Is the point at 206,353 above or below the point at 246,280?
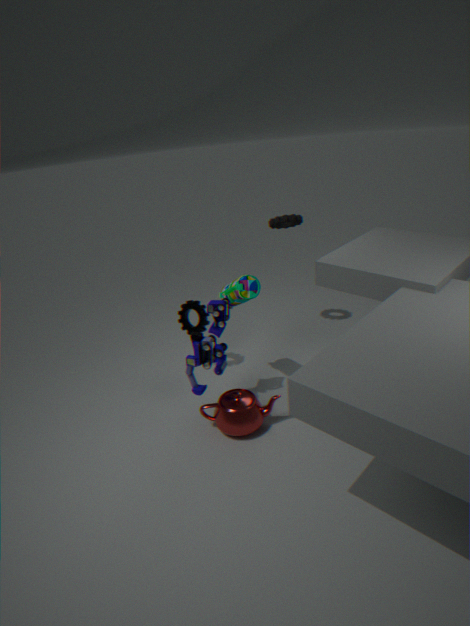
below
